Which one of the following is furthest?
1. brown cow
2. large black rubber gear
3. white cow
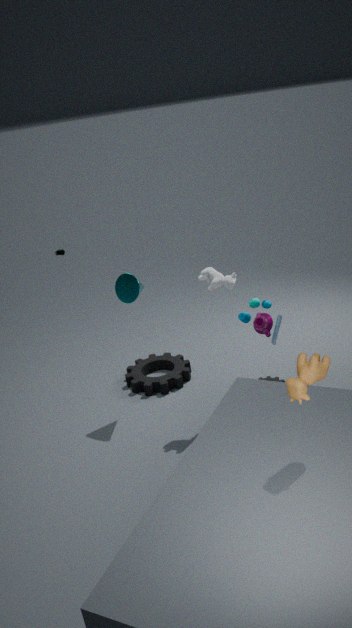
large black rubber gear
